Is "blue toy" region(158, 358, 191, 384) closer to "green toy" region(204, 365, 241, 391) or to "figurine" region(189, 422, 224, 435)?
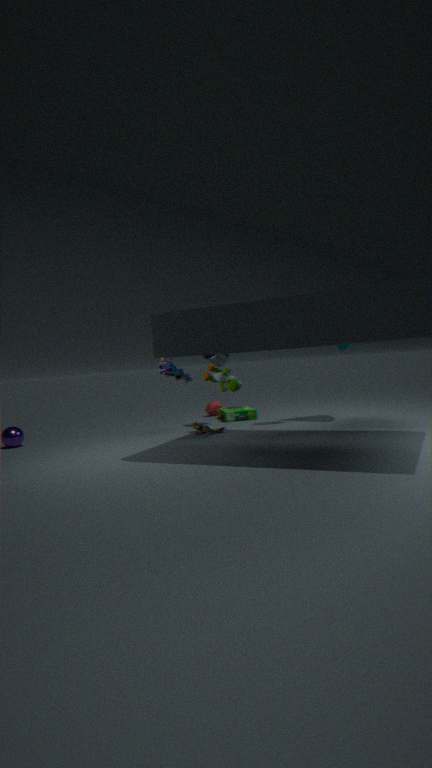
"green toy" region(204, 365, 241, 391)
